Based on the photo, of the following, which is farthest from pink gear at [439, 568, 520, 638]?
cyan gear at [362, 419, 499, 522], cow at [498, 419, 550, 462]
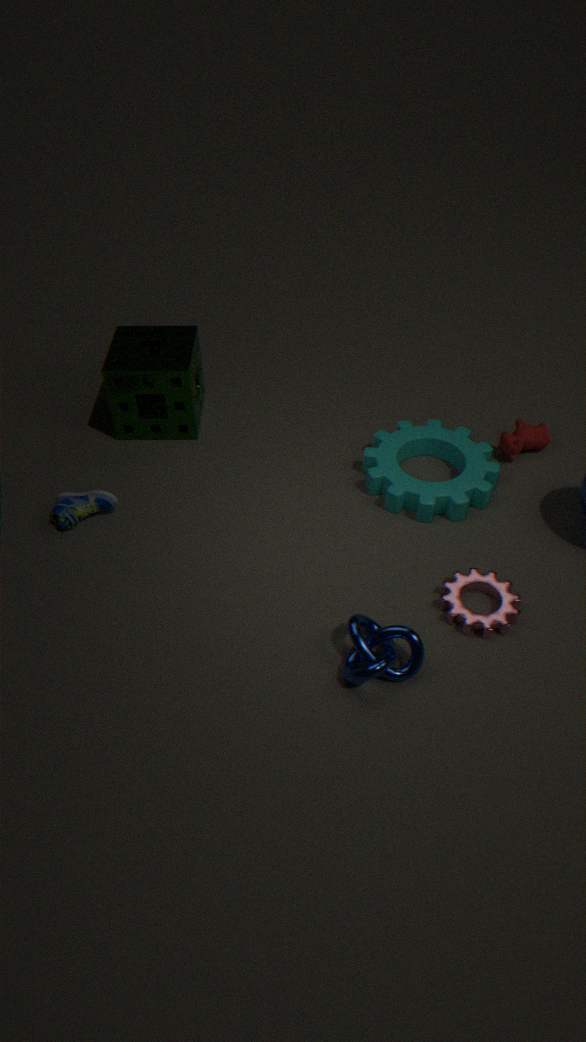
cow at [498, 419, 550, 462]
